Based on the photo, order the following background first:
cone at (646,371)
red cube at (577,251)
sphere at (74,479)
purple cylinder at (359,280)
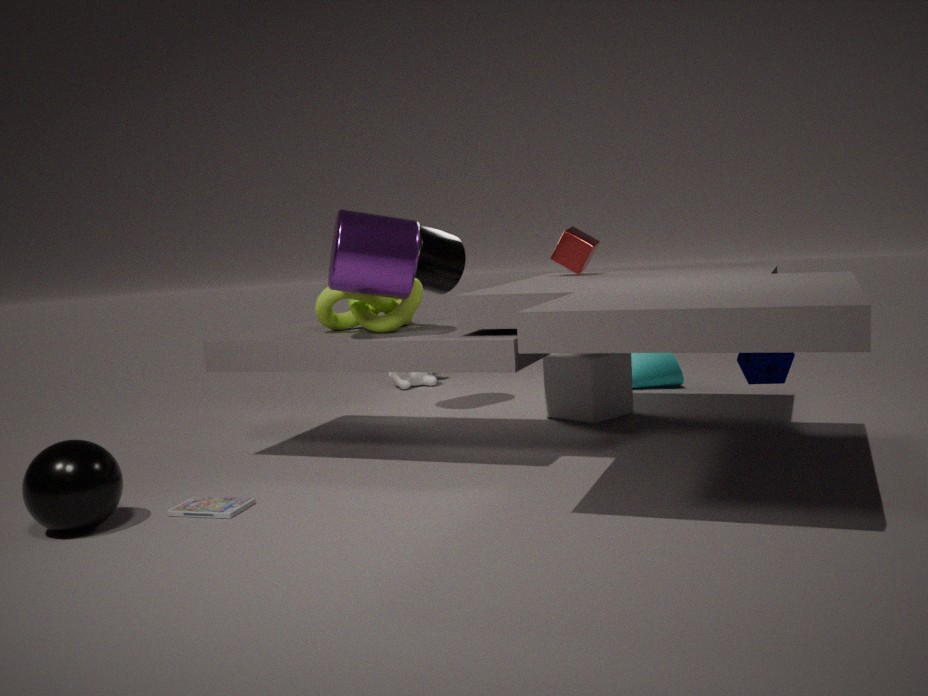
1. cone at (646,371)
2. red cube at (577,251)
3. purple cylinder at (359,280)
4. sphere at (74,479)
